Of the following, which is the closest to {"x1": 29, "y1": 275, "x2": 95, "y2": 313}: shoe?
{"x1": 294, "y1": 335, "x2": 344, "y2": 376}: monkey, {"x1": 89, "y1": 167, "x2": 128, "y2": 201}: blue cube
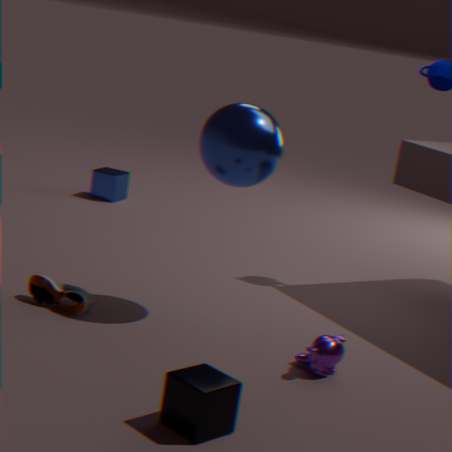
{"x1": 294, "y1": 335, "x2": 344, "y2": 376}: monkey
